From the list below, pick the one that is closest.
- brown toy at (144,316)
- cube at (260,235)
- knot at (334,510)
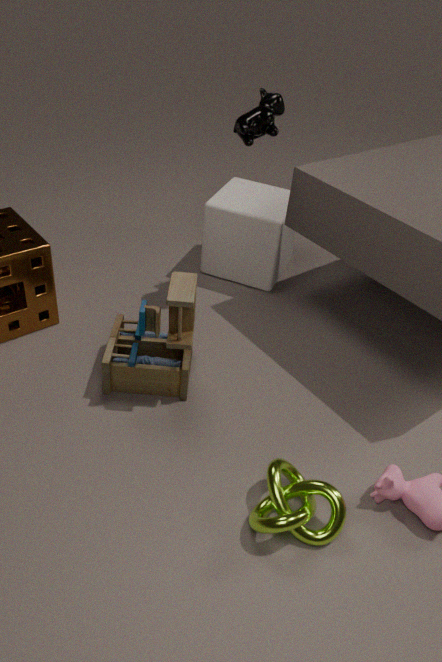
knot at (334,510)
